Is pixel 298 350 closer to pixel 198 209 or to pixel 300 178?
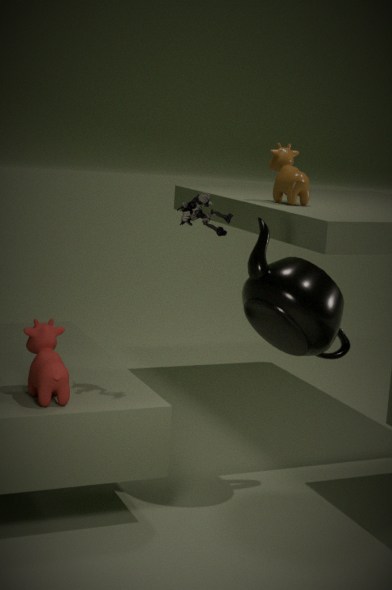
pixel 198 209
